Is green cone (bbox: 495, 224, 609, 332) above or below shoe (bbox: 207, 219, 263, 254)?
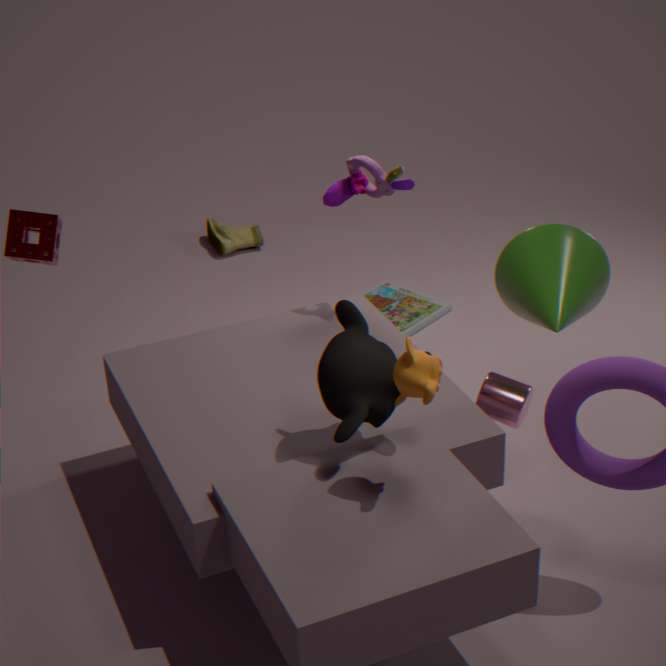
above
